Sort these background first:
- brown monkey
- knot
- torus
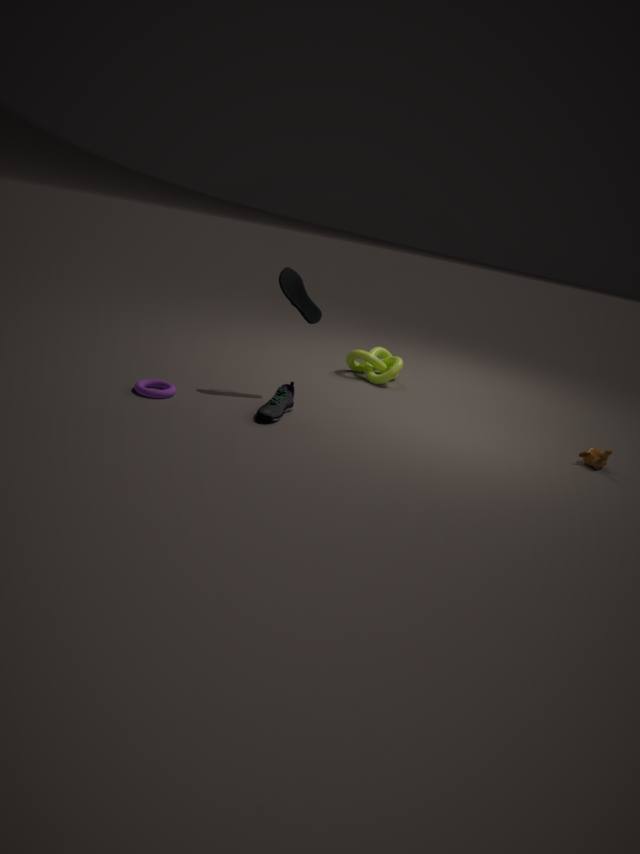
knot → brown monkey → torus
